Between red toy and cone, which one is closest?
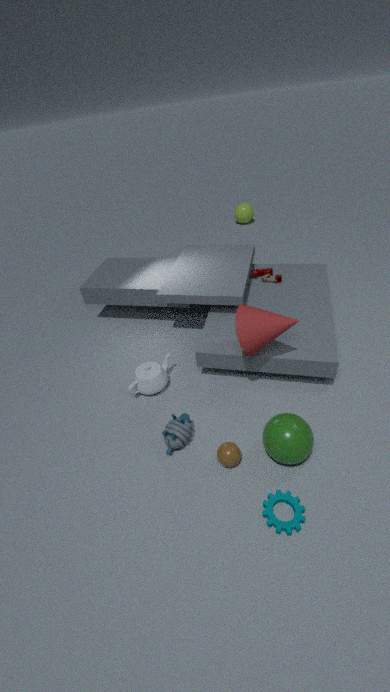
cone
